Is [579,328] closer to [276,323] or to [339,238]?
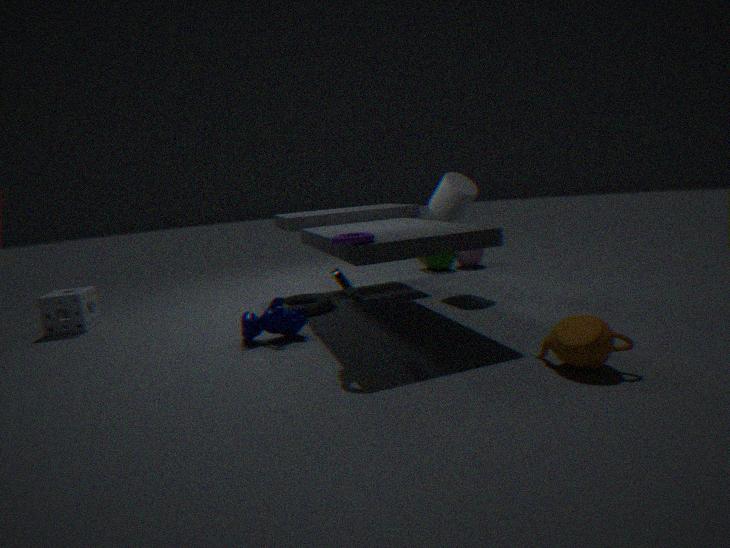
[339,238]
